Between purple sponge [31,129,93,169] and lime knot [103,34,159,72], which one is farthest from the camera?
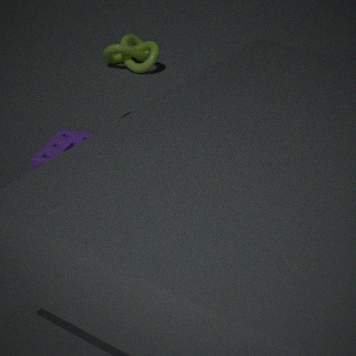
lime knot [103,34,159,72]
